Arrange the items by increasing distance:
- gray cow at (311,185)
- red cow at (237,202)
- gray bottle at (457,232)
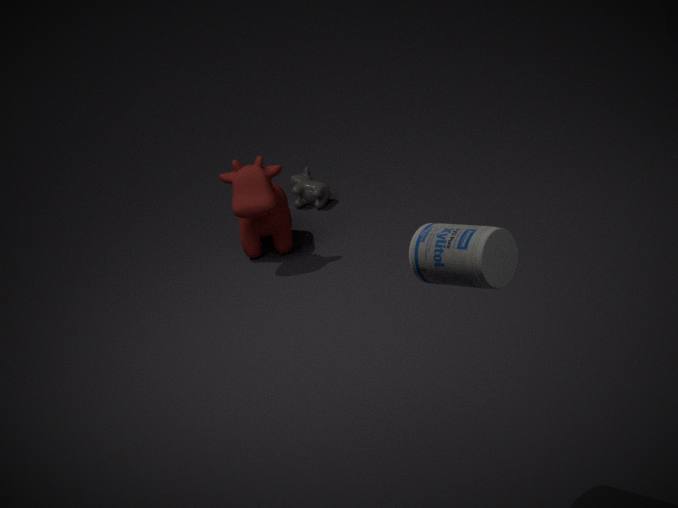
1. gray bottle at (457,232)
2. red cow at (237,202)
3. gray cow at (311,185)
